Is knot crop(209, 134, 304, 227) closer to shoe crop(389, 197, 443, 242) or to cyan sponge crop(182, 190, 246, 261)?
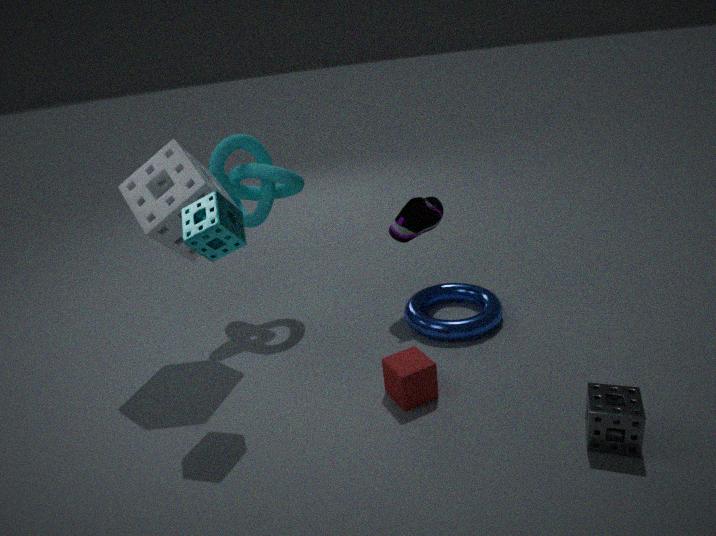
shoe crop(389, 197, 443, 242)
